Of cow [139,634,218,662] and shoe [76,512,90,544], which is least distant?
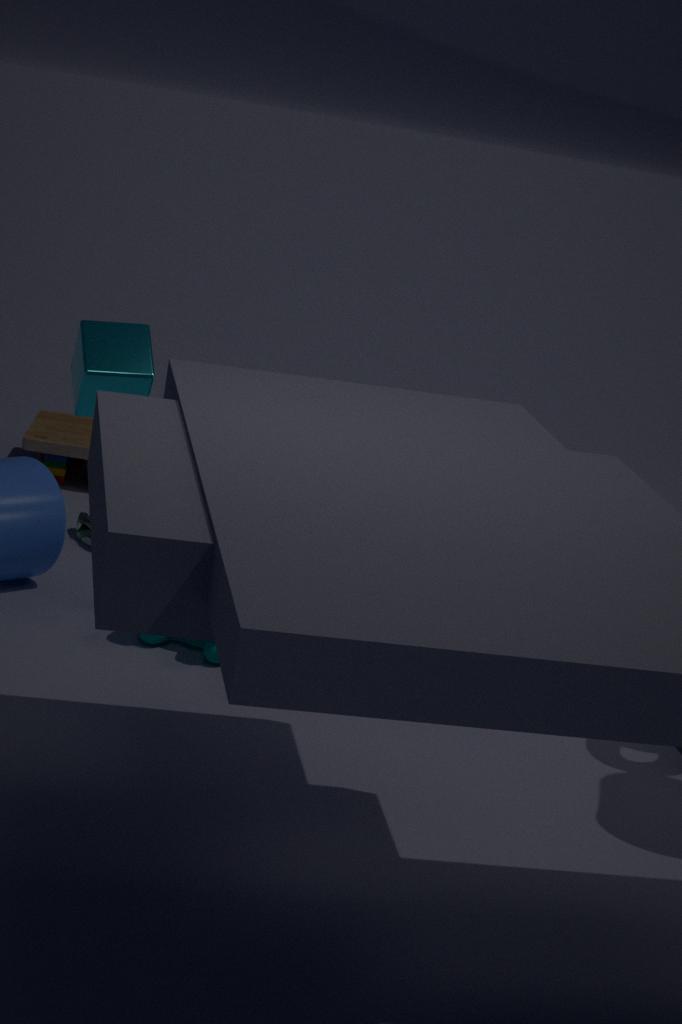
cow [139,634,218,662]
